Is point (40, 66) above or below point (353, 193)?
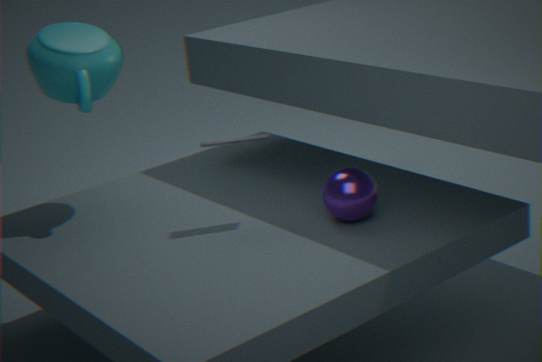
above
